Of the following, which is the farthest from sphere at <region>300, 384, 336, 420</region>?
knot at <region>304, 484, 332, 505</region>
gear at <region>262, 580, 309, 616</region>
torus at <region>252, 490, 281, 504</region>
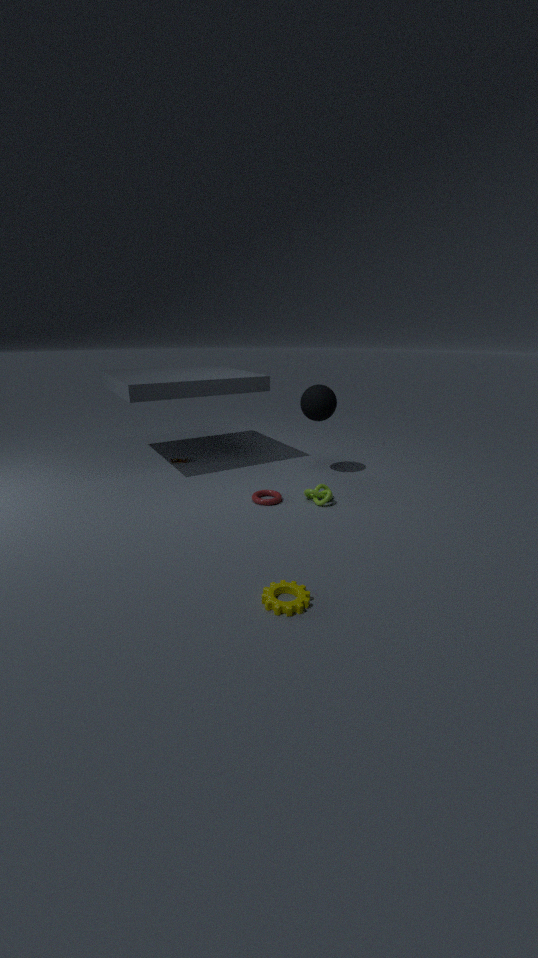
gear at <region>262, 580, 309, 616</region>
